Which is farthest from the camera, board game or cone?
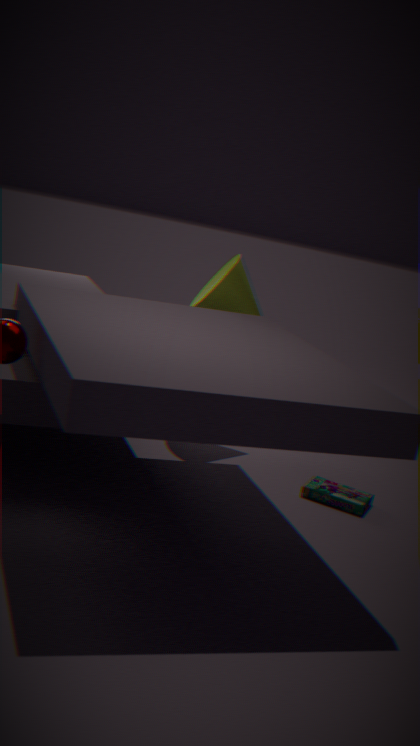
cone
